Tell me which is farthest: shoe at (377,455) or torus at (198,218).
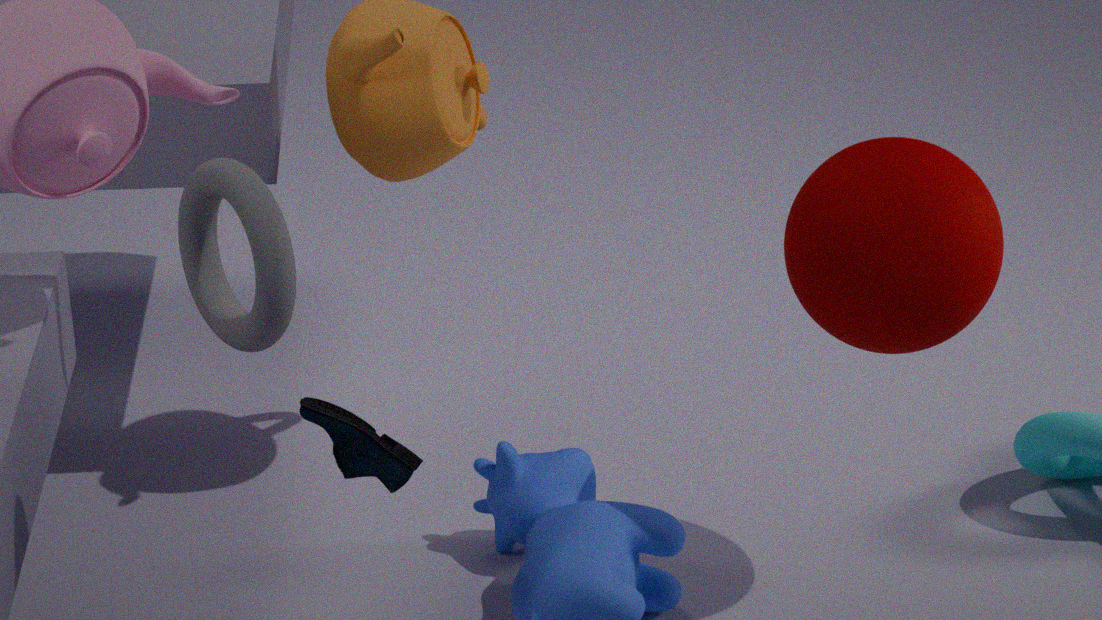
shoe at (377,455)
